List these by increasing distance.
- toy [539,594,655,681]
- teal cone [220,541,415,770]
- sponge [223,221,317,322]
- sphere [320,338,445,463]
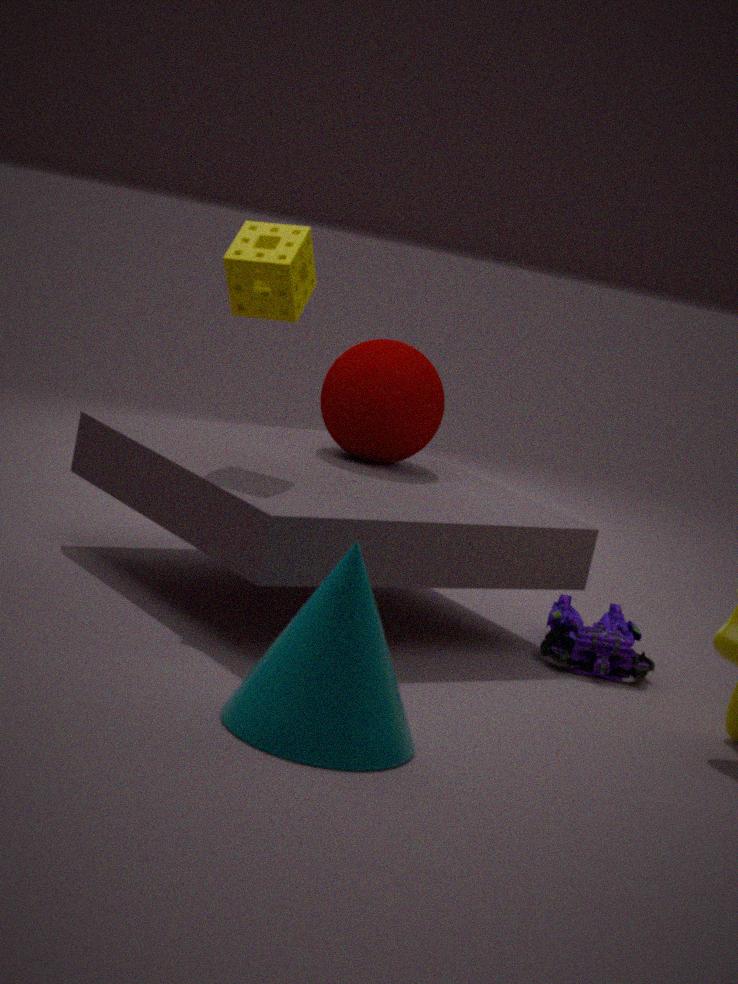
teal cone [220,541,415,770], sponge [223,221,317,322], toy [539,594,655,681], sphere [320,338,445,463]
